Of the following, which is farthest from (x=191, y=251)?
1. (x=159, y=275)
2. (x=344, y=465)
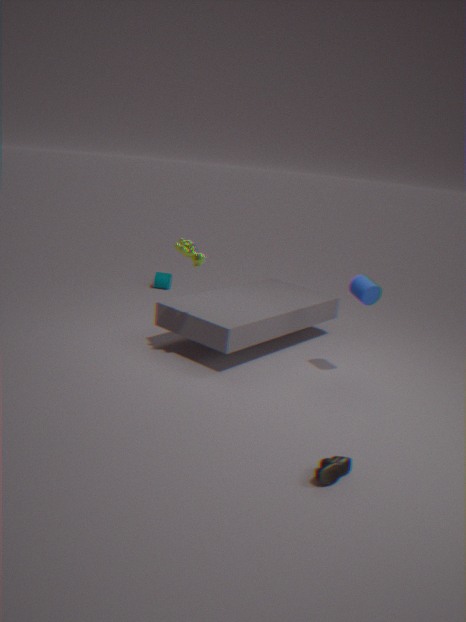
(x=159, y=275)
